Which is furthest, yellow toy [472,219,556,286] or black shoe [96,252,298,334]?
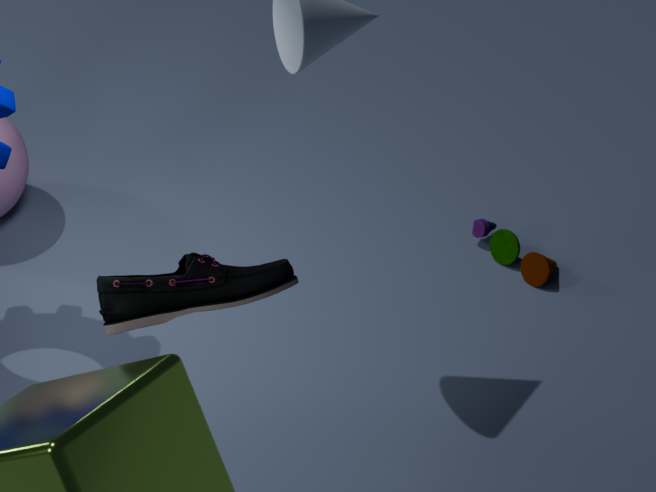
yellow toy [472,219,556,286]
